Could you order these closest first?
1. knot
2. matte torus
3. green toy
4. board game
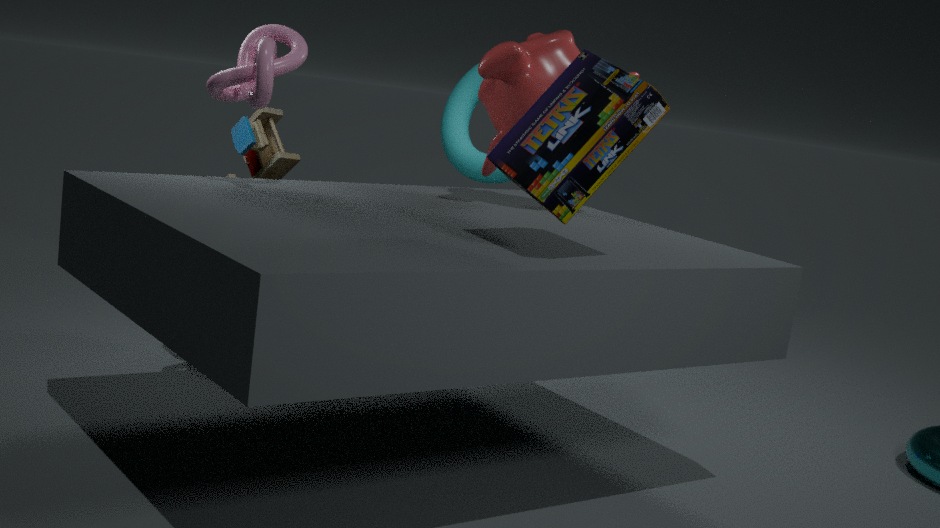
board game < knot < green toy < matte torus
